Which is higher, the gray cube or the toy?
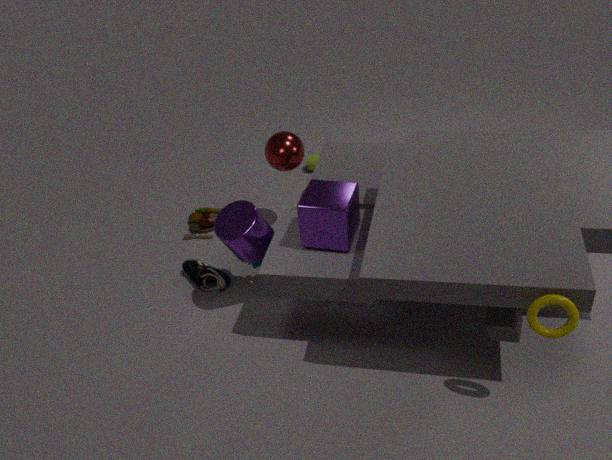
the gray cube
